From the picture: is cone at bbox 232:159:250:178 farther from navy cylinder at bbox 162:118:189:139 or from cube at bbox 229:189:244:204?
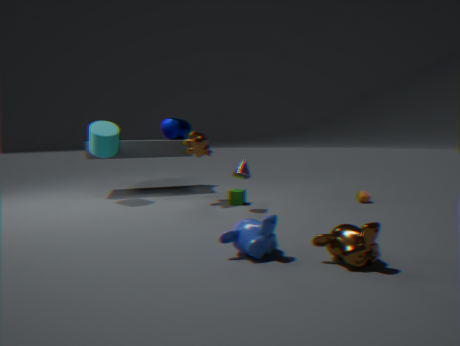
navy cylinder at bbox 162:118:189:139
